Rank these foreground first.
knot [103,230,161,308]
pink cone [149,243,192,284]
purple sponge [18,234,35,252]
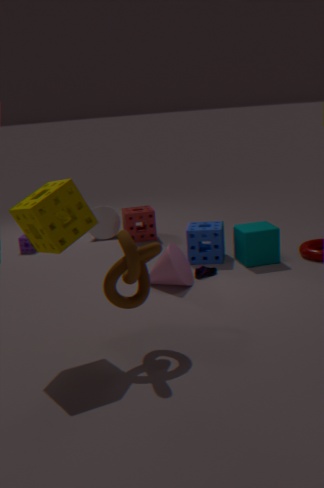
knot [103,230,161,308]
pink cone [149,243,192,284]
purple sponge [18,234,35,252]
